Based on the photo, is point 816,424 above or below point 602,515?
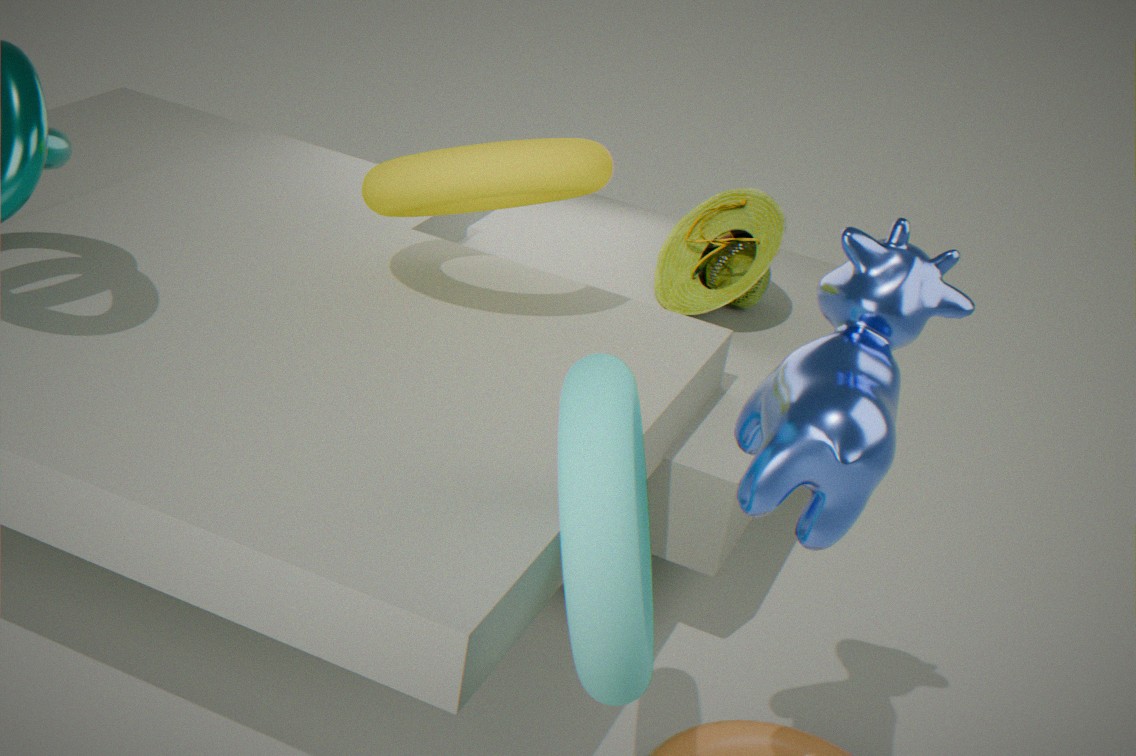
above
